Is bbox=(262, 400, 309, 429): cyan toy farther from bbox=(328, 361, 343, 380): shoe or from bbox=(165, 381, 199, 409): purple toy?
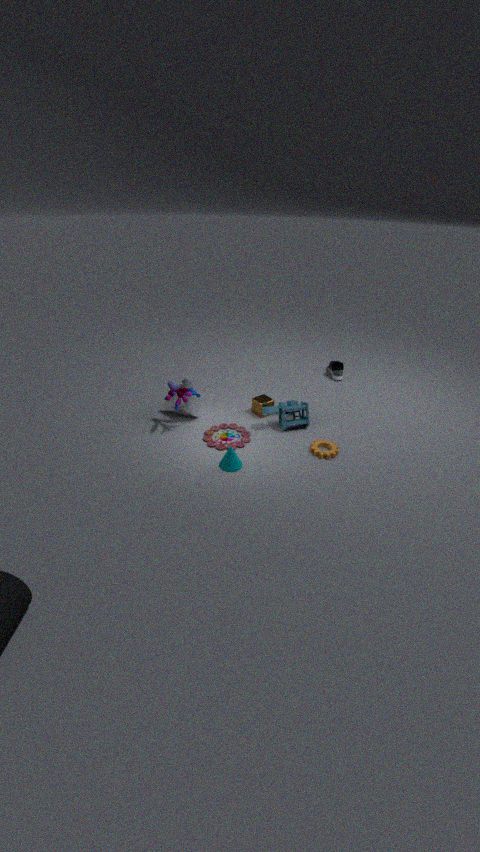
bbox=(328, 361, 343, 380): shoe
